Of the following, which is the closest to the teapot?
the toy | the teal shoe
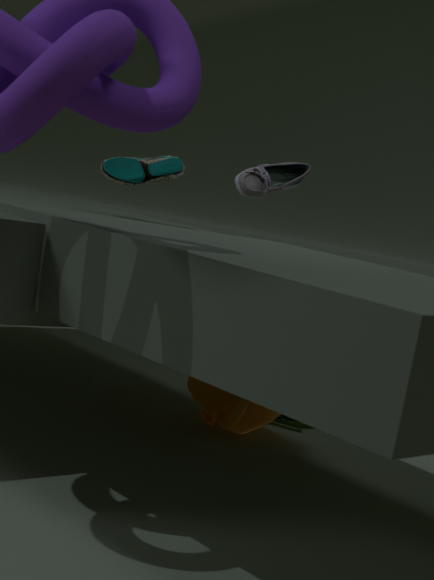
the toy
